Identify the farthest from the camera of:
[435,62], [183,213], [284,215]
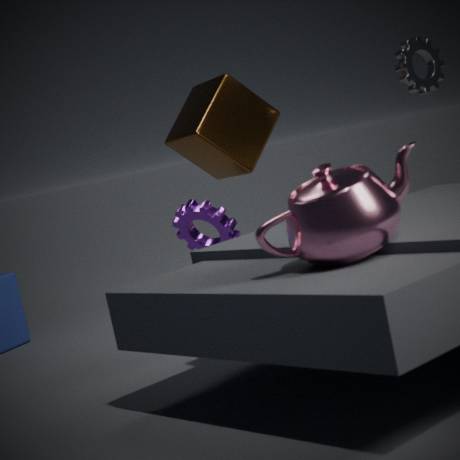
[435,62]
